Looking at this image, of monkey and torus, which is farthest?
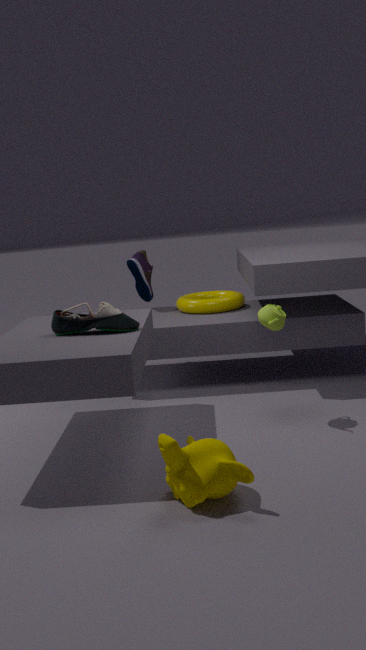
torus
